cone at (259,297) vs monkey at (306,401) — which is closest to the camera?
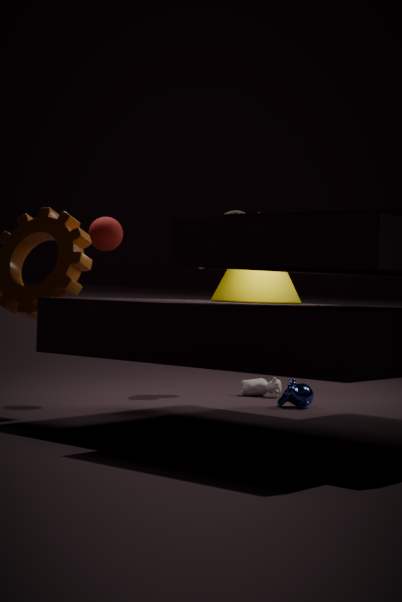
cone at (259,297)
